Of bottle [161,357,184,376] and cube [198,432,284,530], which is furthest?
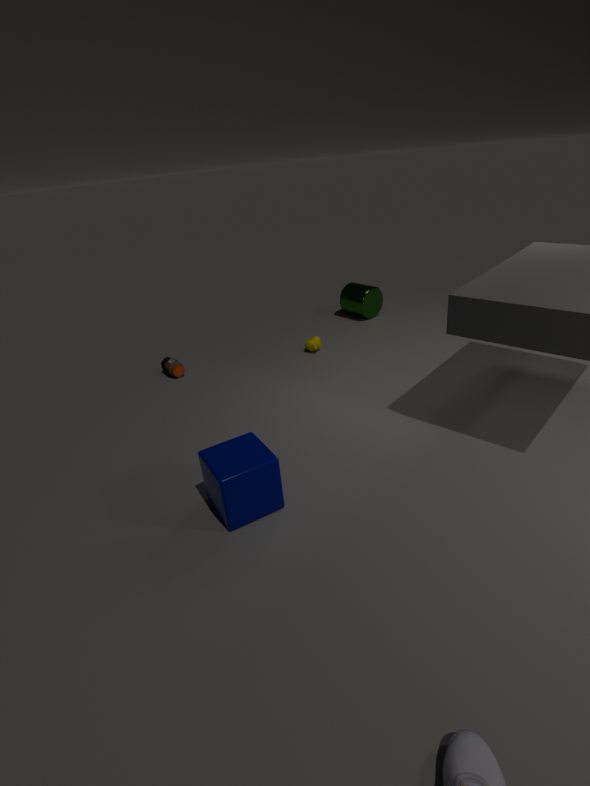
bottle [161,357,184,376]
